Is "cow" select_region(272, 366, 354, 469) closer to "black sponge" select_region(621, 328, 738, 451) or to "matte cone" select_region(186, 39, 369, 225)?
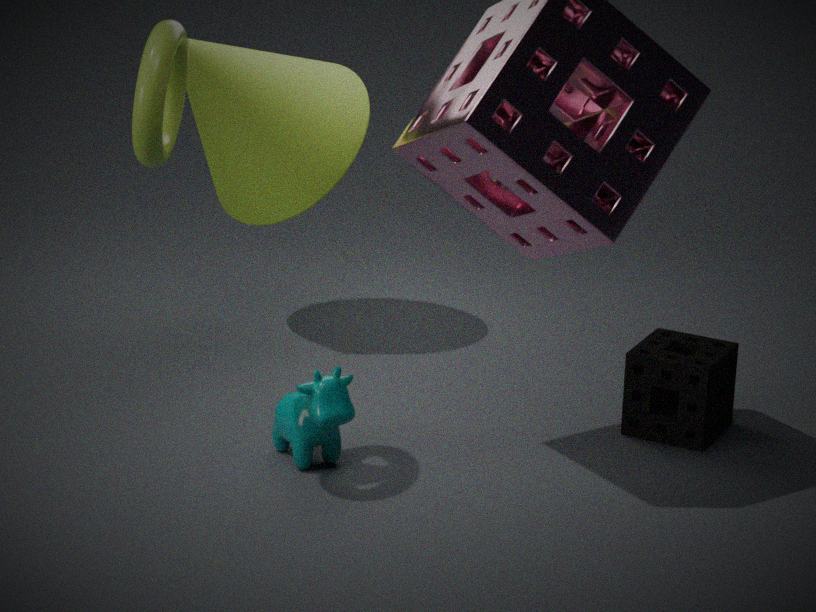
"matte cone" select_region(186, 39, 369, 225)
